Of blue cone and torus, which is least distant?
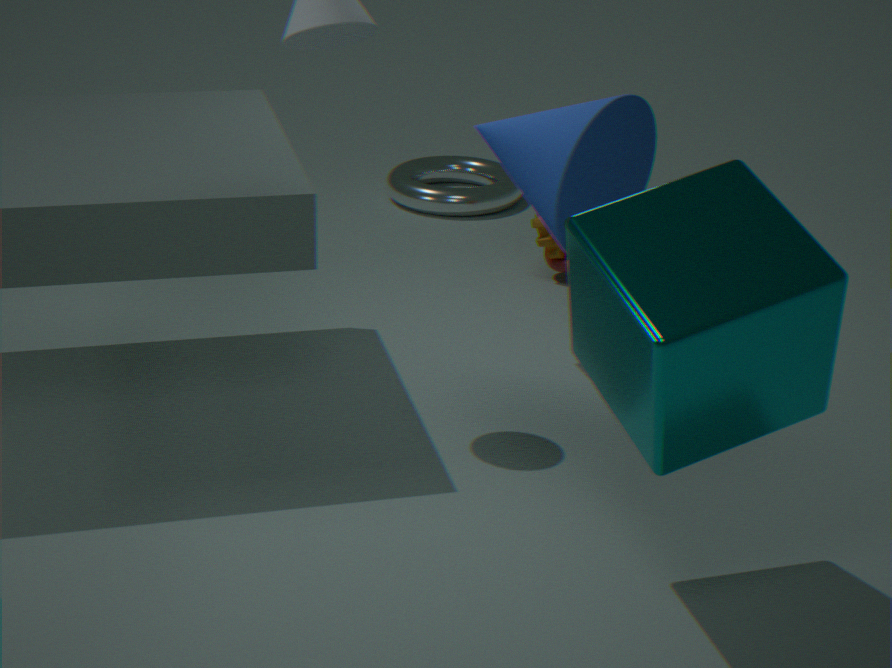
blue cone
